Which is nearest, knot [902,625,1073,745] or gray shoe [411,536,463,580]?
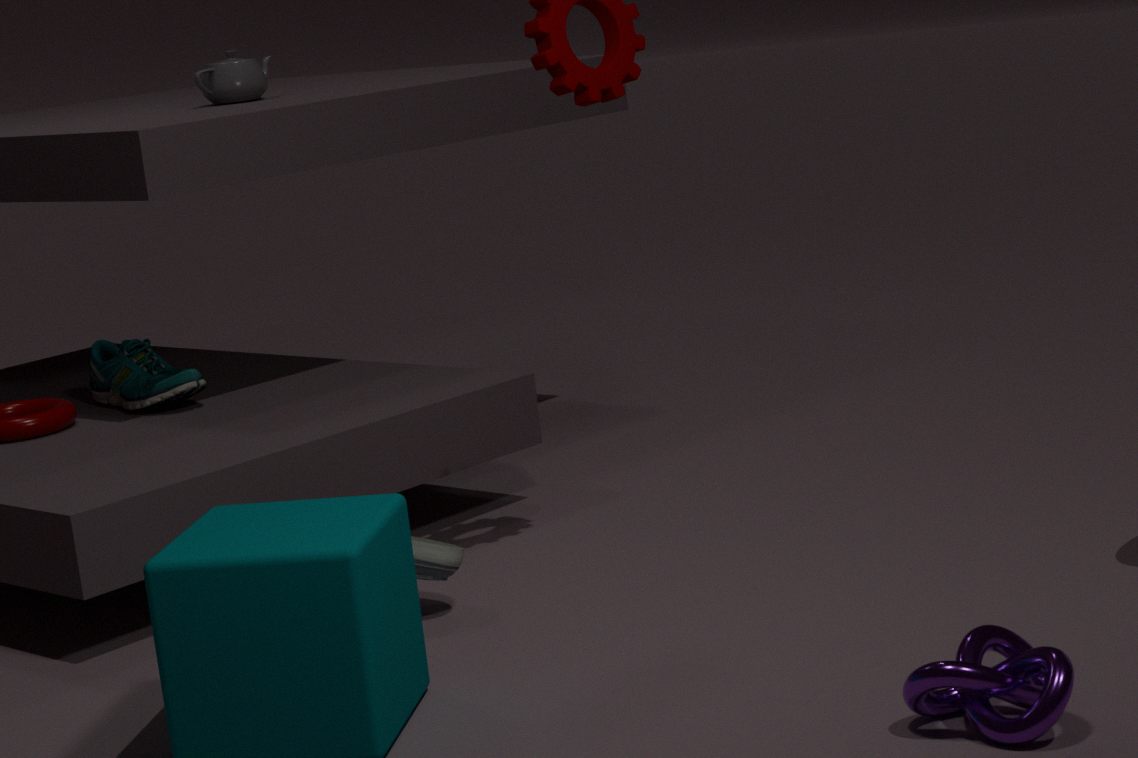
knot [902,625,1073,745]
